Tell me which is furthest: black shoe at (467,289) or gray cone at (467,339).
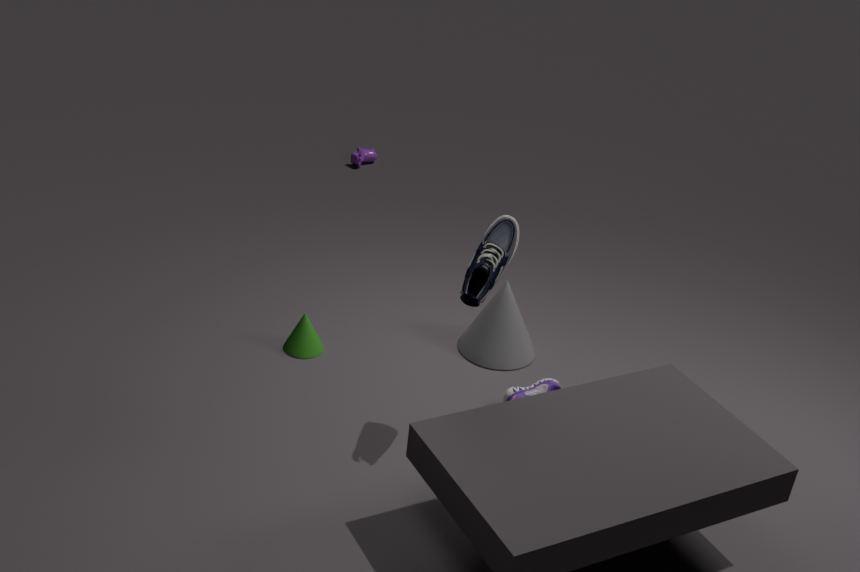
gray cone at (467,339)
